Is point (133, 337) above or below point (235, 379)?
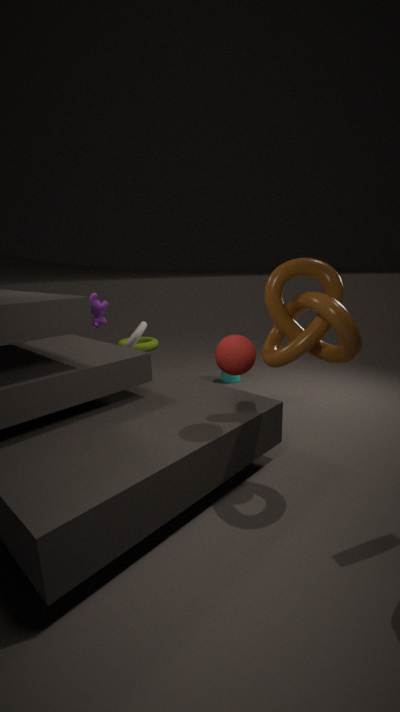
above
